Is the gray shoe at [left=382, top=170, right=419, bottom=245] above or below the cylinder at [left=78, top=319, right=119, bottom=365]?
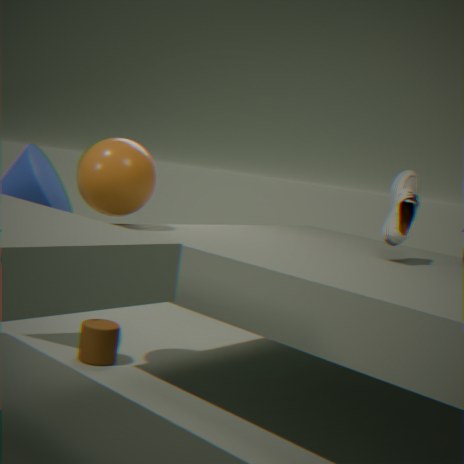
above
